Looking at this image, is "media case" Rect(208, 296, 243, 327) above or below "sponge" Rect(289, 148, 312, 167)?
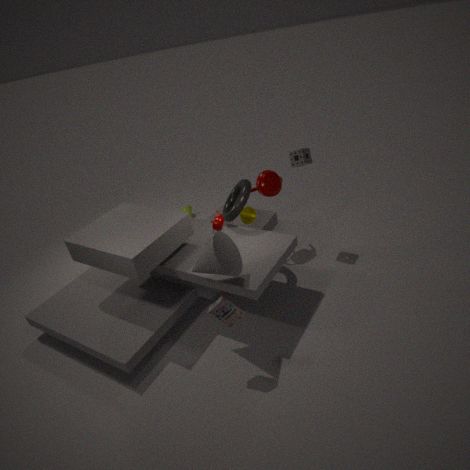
below
